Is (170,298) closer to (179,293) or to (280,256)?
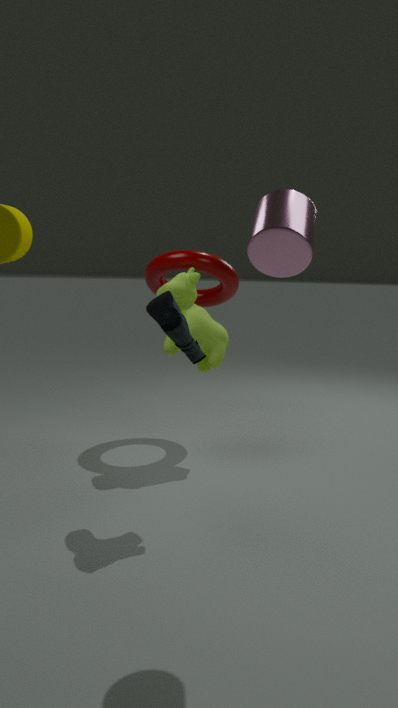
(179,293)
